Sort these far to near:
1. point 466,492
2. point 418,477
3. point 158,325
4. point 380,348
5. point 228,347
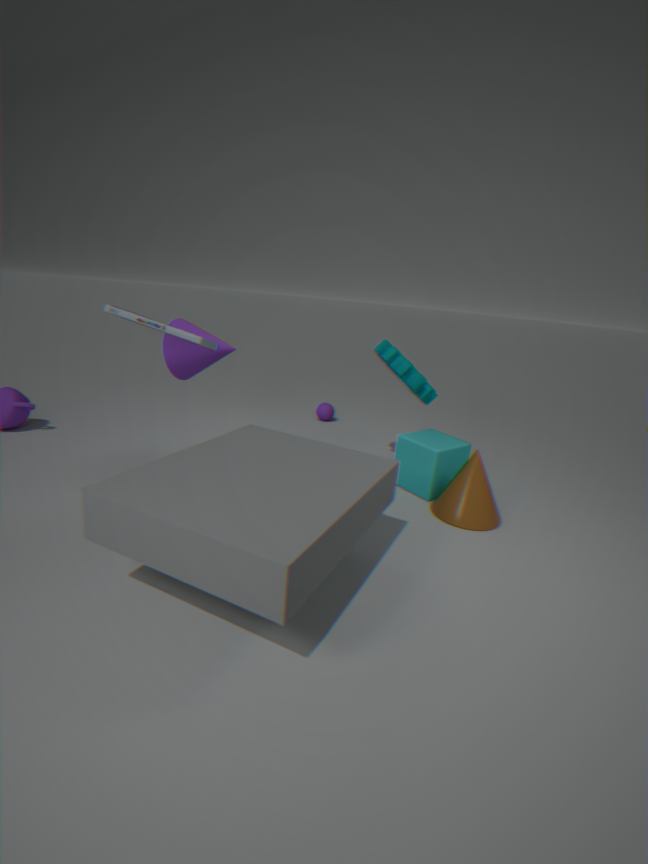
point 228,347
point 380,348
point 418,477
point 466,492
point 158,325
